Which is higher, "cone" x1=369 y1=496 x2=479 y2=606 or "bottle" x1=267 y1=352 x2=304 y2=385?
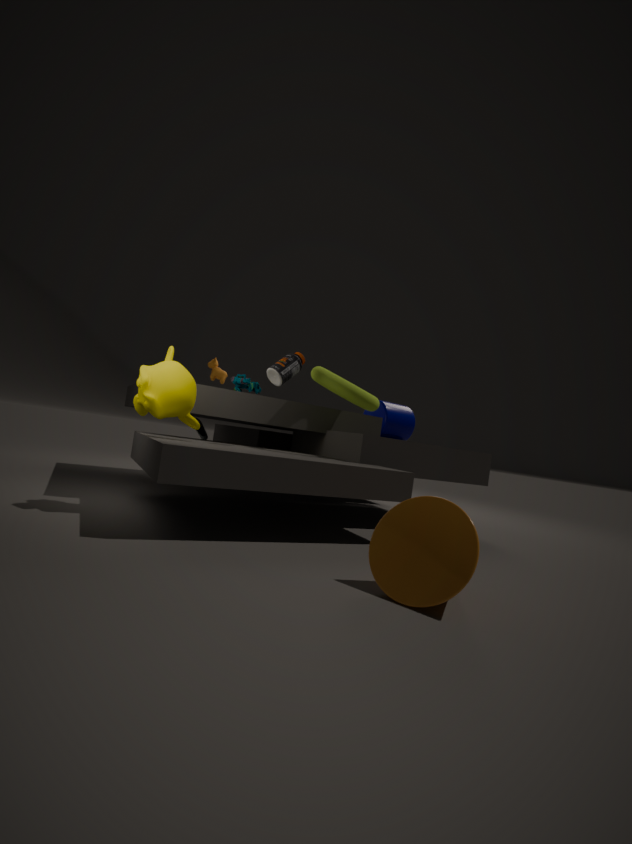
"bottle" x1=267 y1=352 x2=304 y2=385
